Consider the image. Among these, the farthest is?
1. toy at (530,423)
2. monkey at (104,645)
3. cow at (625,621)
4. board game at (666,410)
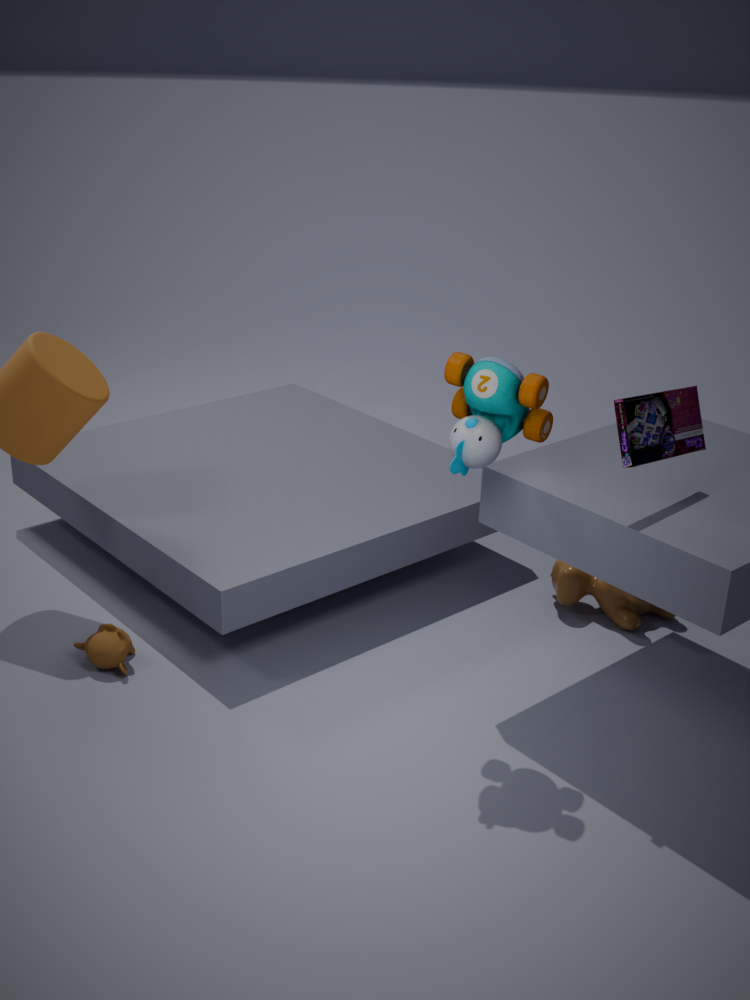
cow at (625,621)
